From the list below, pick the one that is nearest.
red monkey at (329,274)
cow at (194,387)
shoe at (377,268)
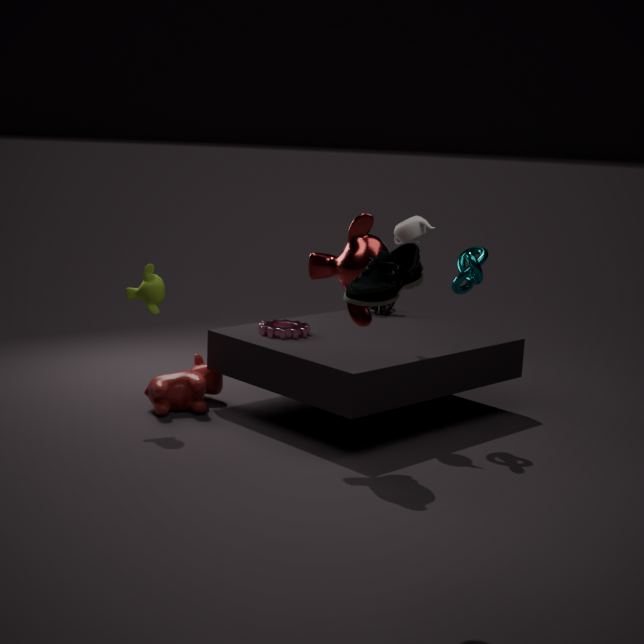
shoe at (377,268)
